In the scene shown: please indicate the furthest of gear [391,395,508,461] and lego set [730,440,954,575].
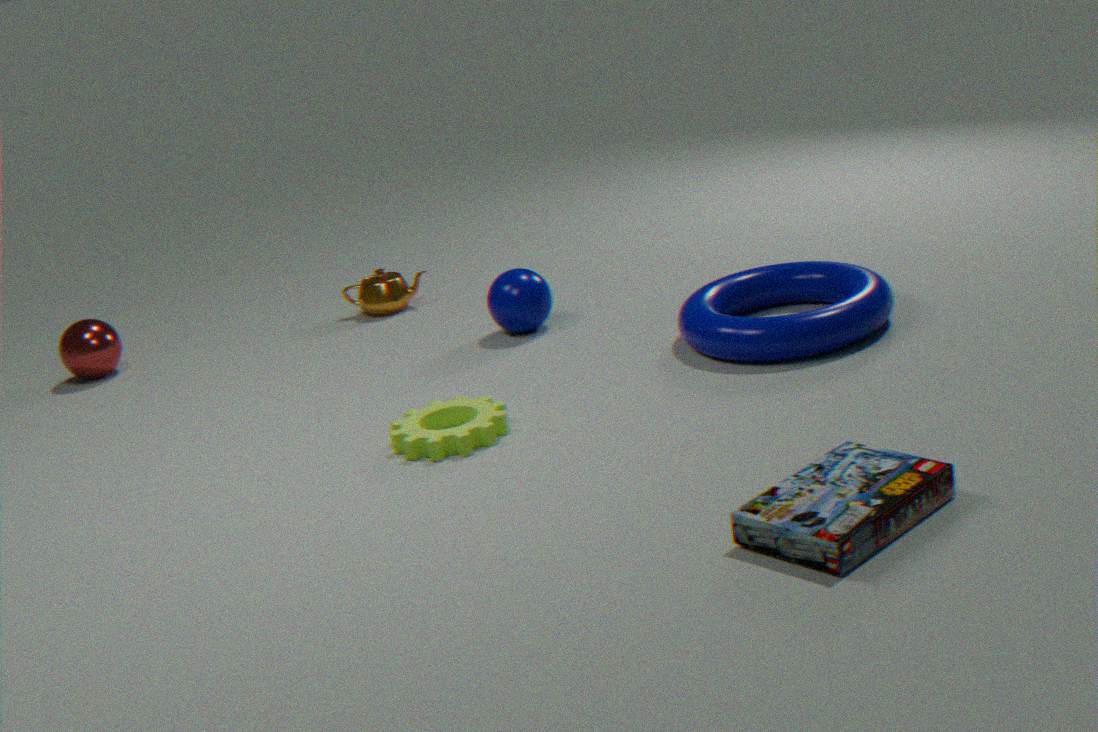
gear [391,395,508,461]
